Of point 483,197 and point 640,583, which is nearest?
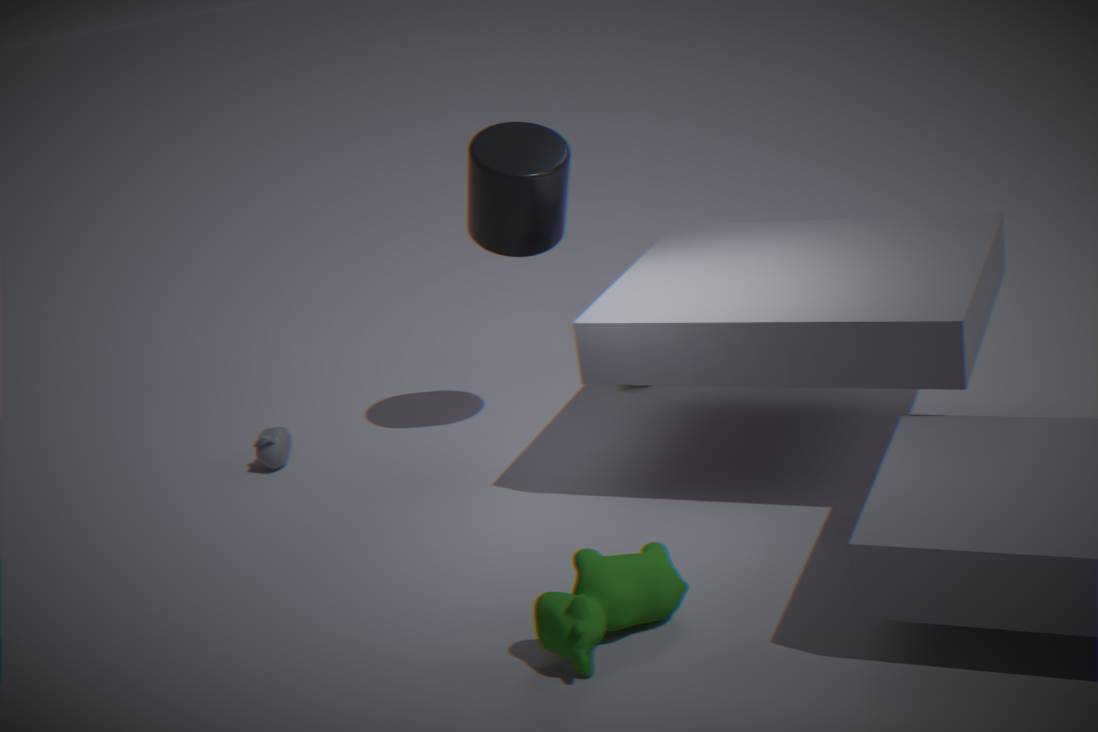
point 640,583
